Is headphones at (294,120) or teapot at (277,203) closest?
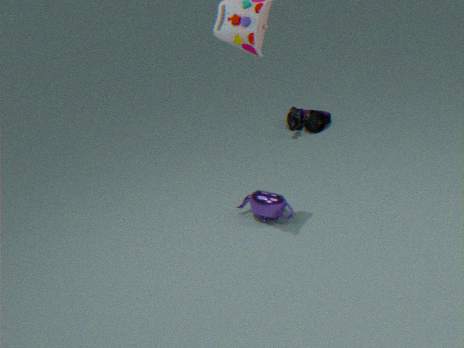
teapot at (277,203)
